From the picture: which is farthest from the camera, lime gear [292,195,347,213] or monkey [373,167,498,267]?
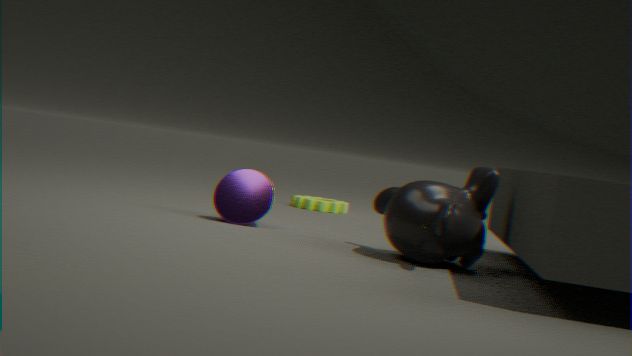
lime gear [292,195,347,213]
